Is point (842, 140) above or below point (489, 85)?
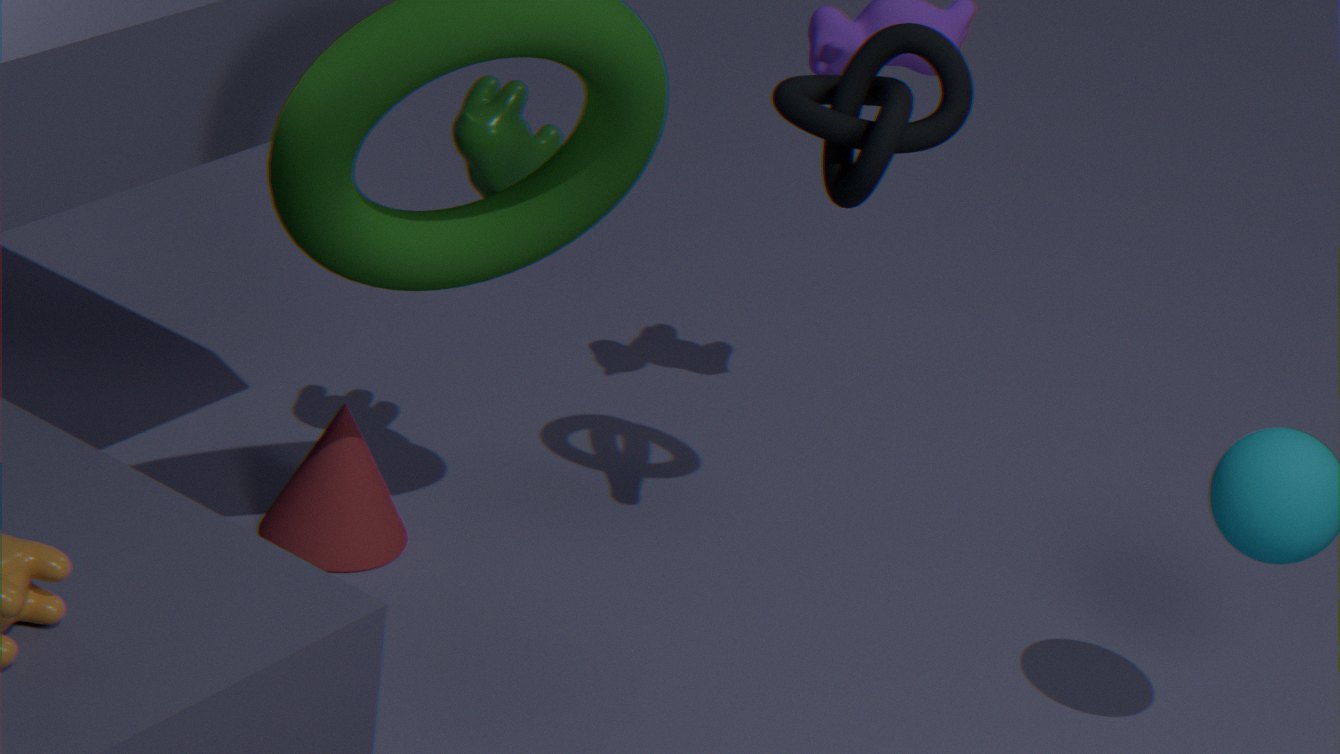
above
